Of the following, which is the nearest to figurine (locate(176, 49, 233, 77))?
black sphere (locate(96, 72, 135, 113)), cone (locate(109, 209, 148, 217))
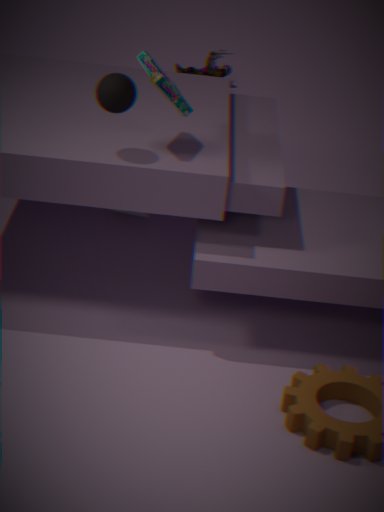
cone (locate(109, 209, 148, 217))
